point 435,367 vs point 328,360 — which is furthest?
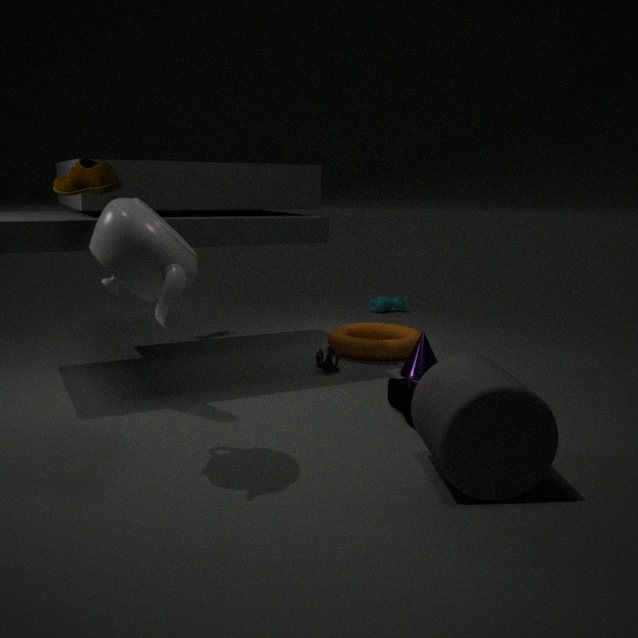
point 328,360
